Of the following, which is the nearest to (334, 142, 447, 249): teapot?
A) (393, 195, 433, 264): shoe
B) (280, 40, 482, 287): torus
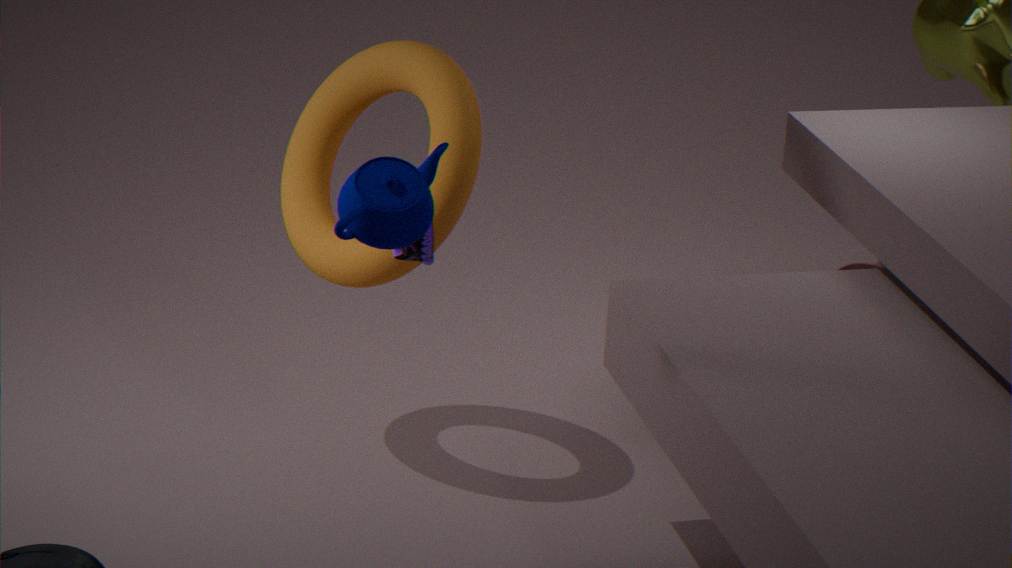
(393, 195, 433, 264): shoe
